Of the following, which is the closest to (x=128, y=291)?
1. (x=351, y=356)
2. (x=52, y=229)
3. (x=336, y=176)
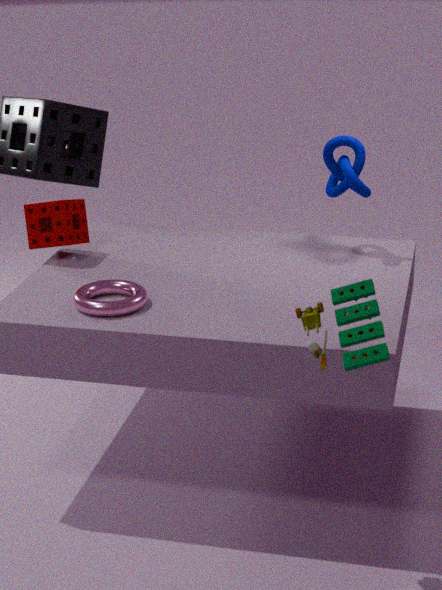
(x=52, y=229)
